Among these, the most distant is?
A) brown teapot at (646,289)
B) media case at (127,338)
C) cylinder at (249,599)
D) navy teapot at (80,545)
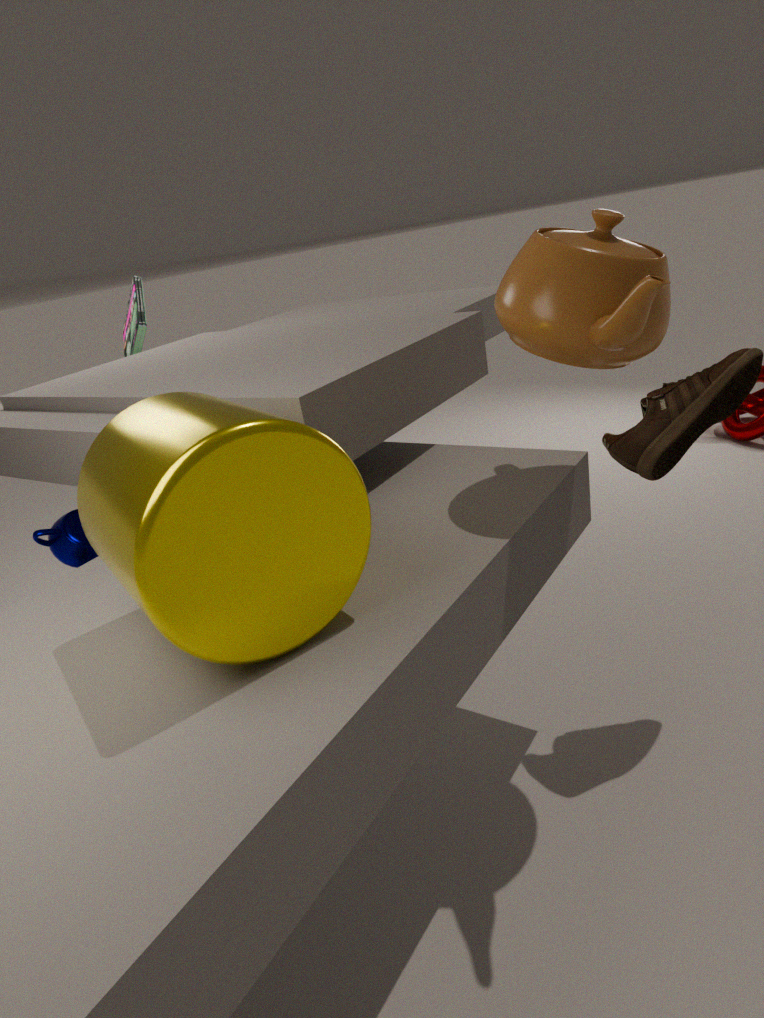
media case at (127,338)
